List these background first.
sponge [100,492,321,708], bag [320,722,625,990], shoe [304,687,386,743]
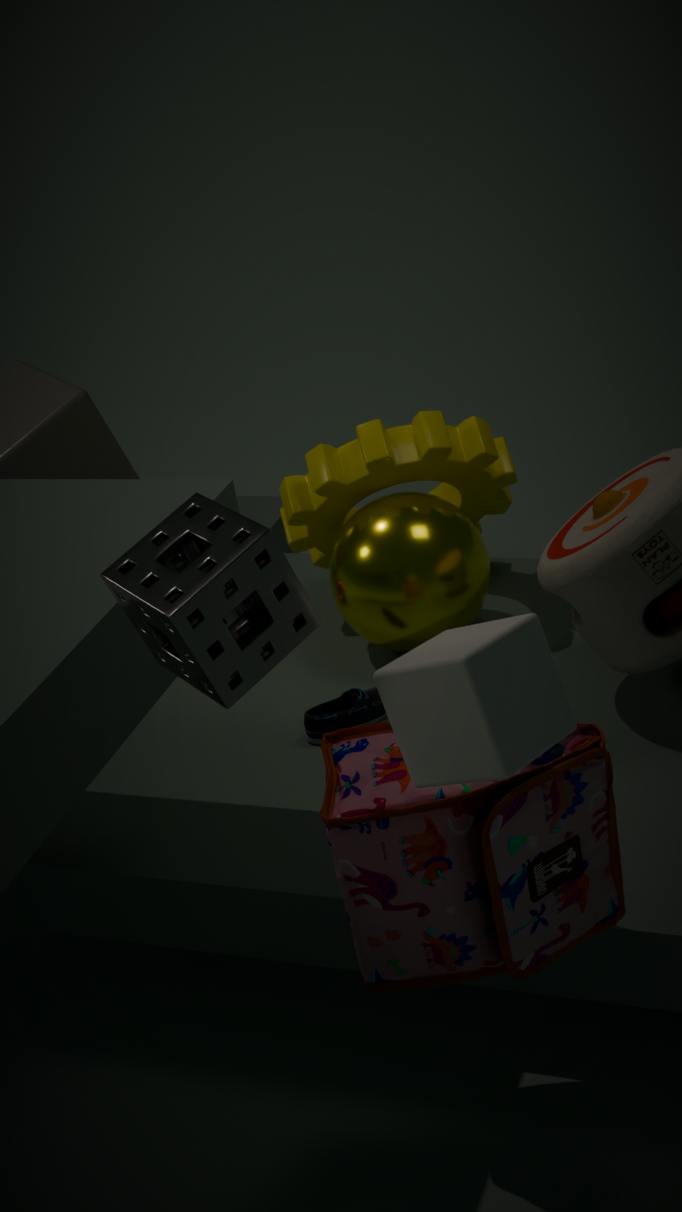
shoe [304,687,386,743], bag [320,722,625,990], sponge [100,492,321,708]
